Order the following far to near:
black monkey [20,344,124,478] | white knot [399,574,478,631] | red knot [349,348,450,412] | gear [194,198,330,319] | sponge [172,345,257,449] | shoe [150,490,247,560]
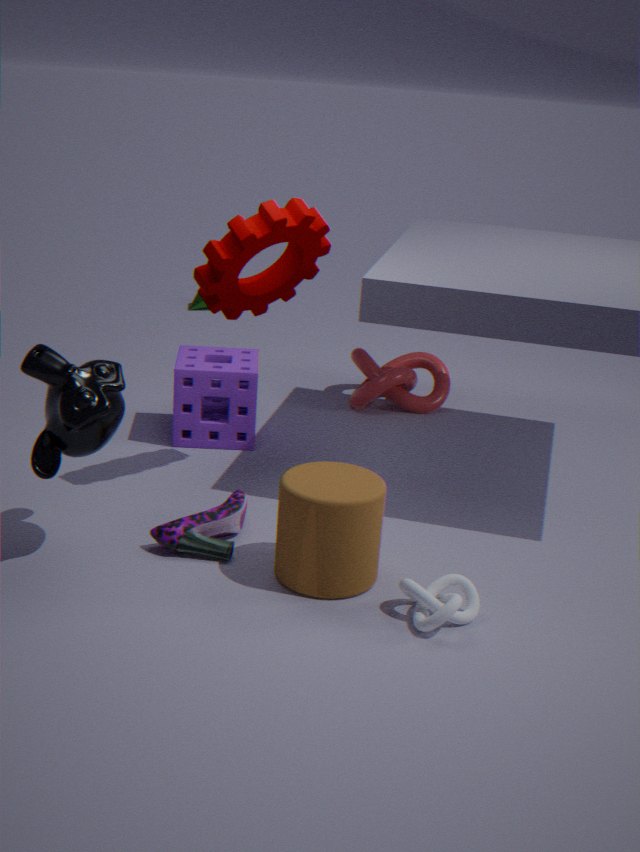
red knot [349,348,450,412] → sponge [172,345,257,449] → gear [194,198,330,319] → shoe [150,490,247,560] → black monkey [20,344,124,478] → white knot [399,574,478,631]
